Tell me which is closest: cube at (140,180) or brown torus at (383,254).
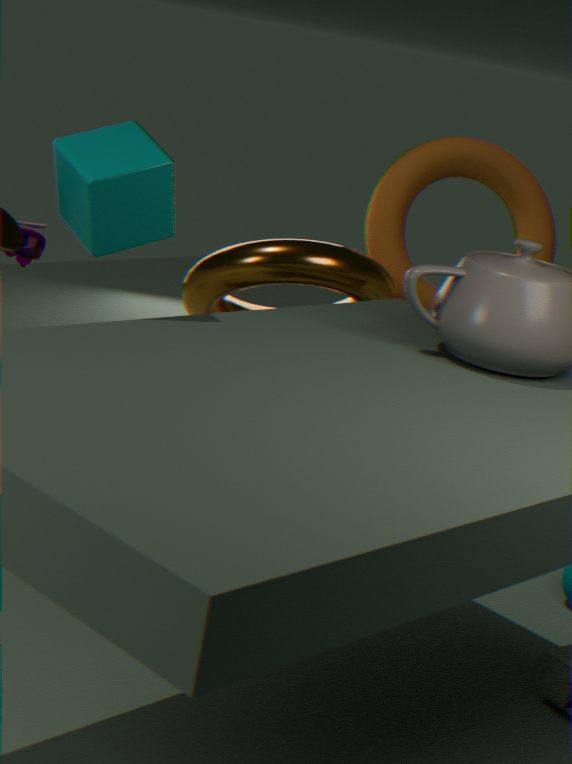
cube at (140,180)
